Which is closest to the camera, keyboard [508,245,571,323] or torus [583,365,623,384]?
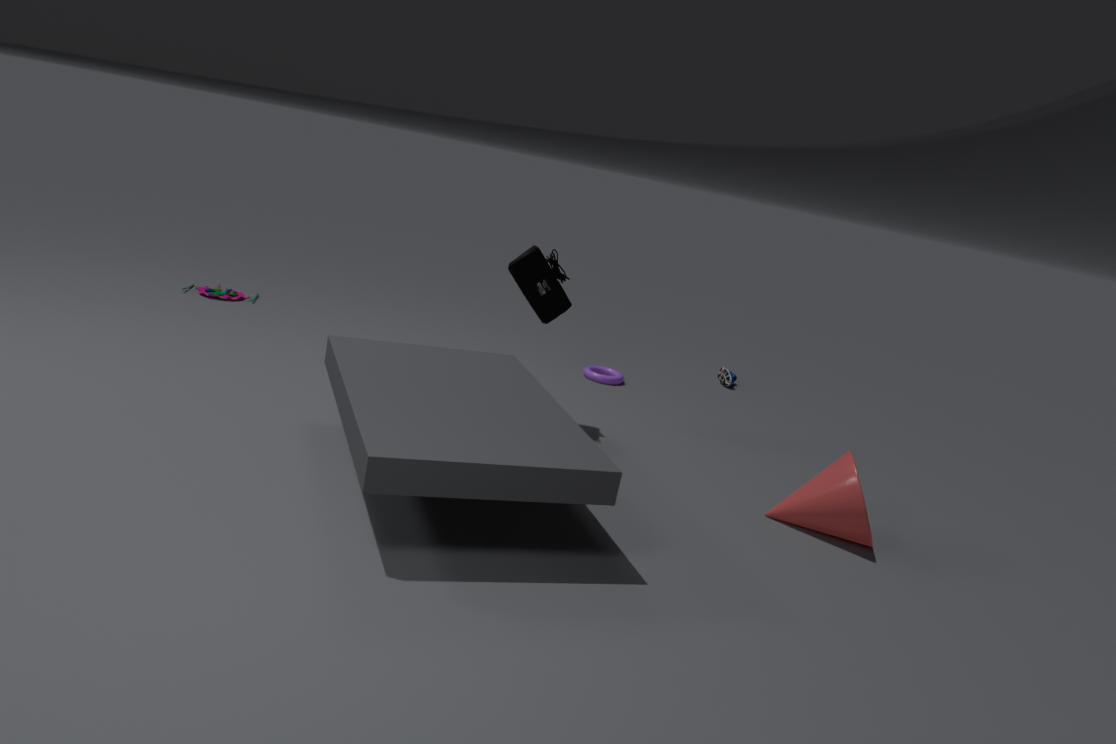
keyboard [508,245,571,323]
